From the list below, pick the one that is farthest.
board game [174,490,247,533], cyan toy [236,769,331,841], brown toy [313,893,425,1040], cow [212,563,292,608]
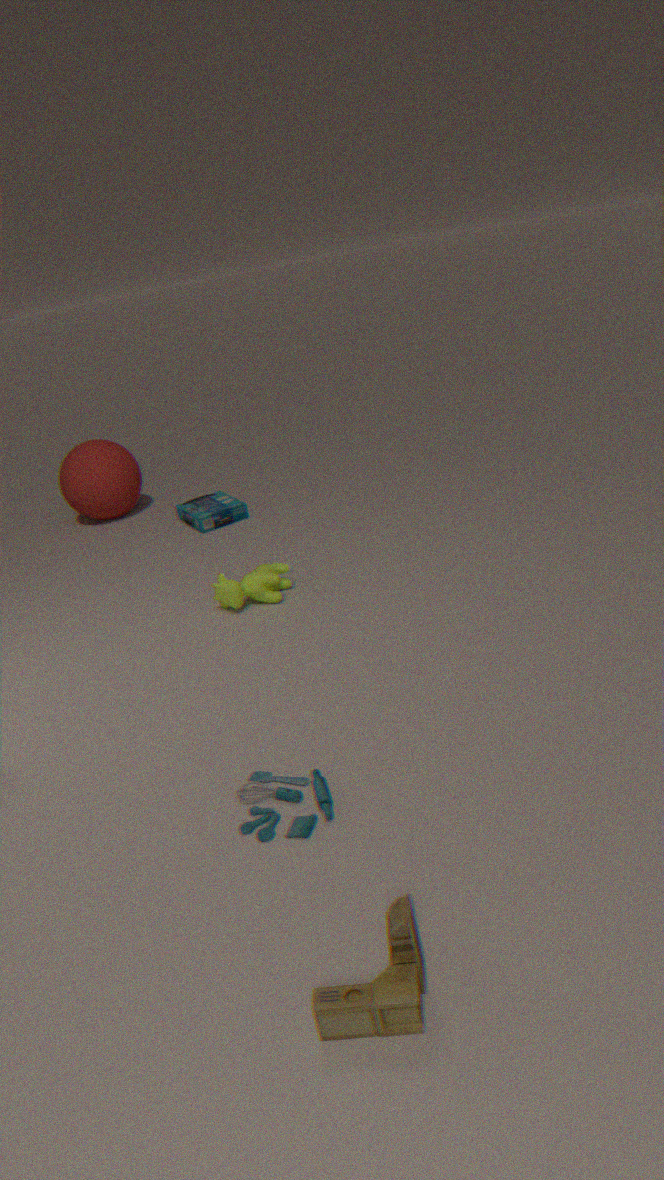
board game [174,490,247,533]
